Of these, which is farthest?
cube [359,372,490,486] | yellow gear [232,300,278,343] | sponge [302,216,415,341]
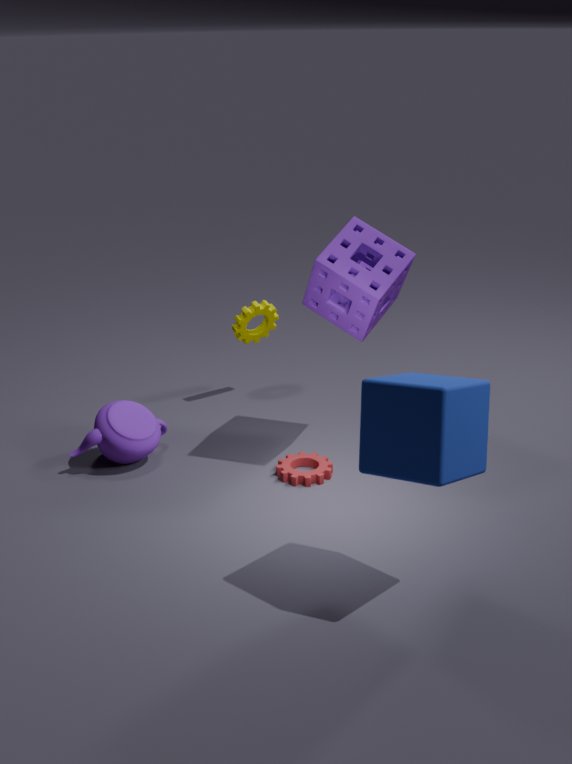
yellow gear [232,300,278,343]
